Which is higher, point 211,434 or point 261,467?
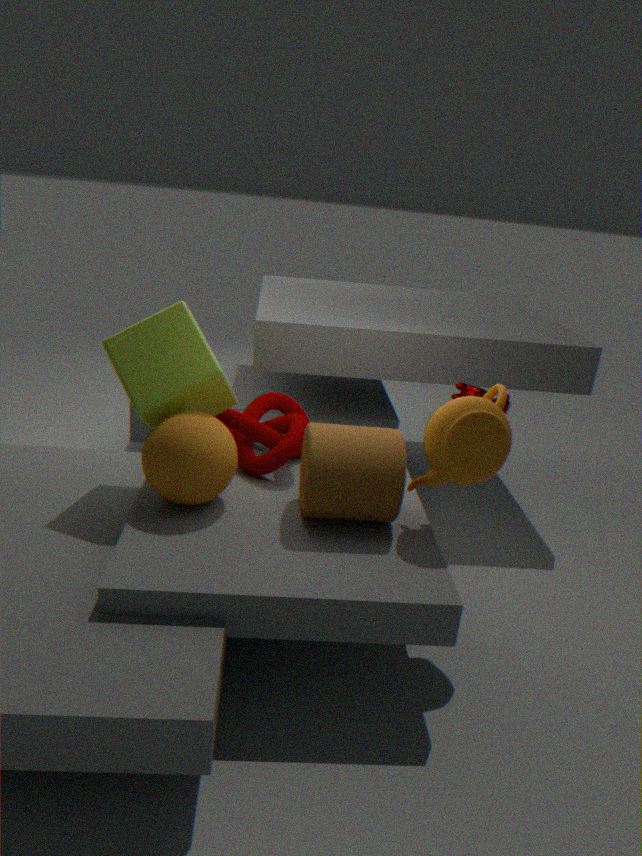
point 211,434
